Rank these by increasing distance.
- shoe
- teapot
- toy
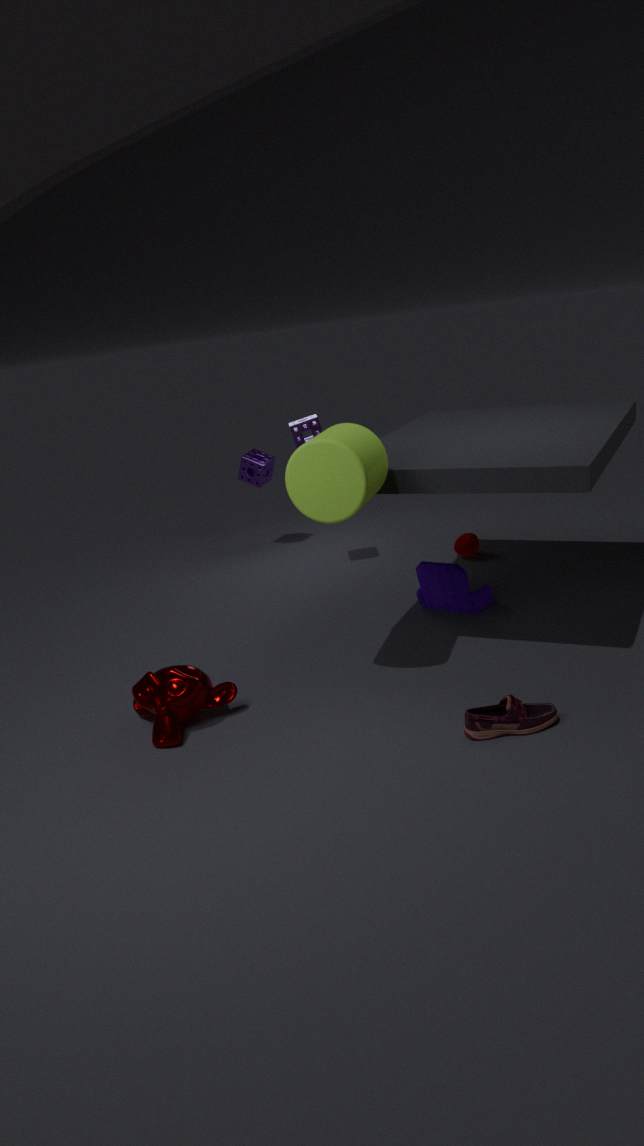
shoe, toy, teapot
